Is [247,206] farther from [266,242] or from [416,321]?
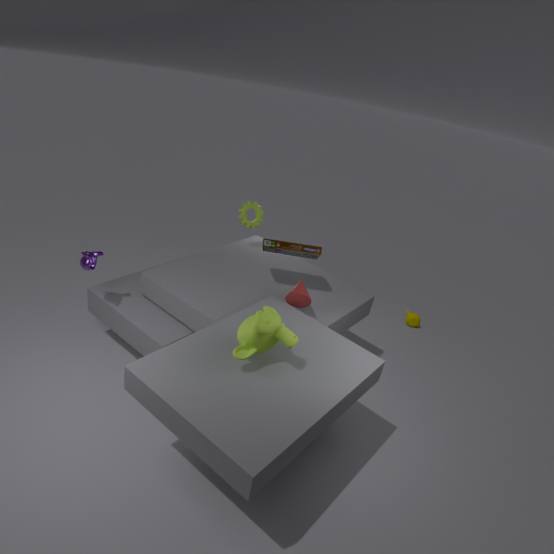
[416,321]
